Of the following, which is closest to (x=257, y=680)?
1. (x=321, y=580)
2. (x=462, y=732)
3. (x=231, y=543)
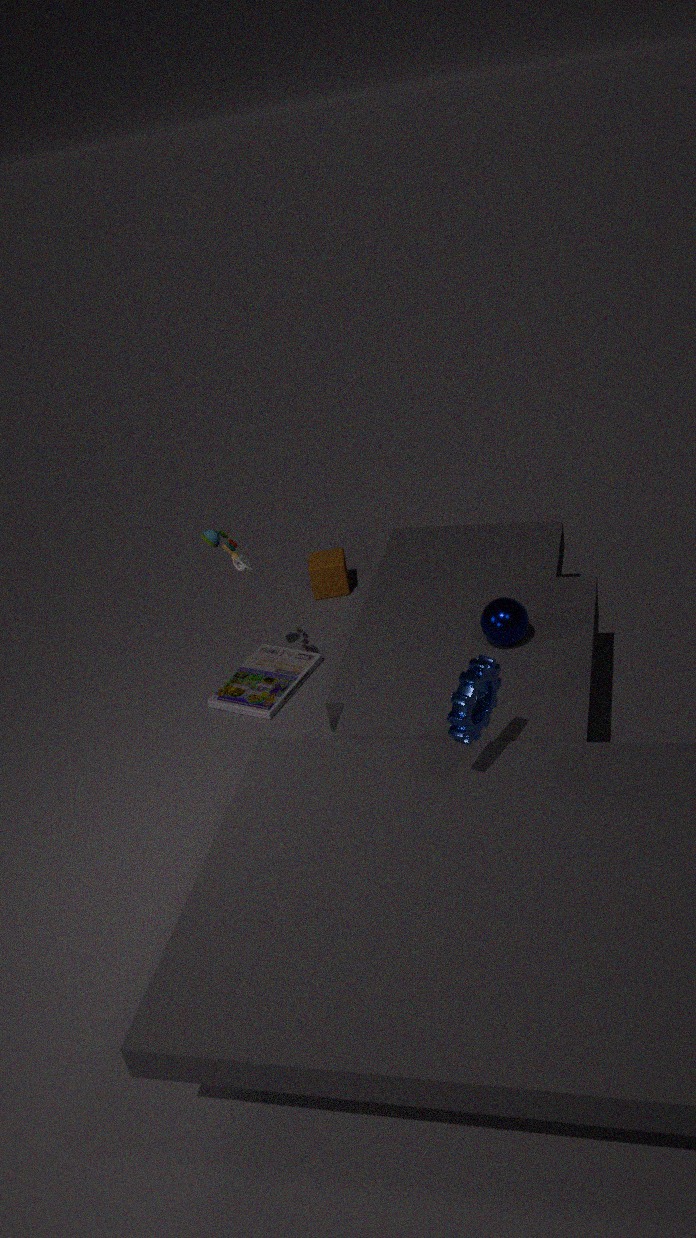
(x=231, y=543)
